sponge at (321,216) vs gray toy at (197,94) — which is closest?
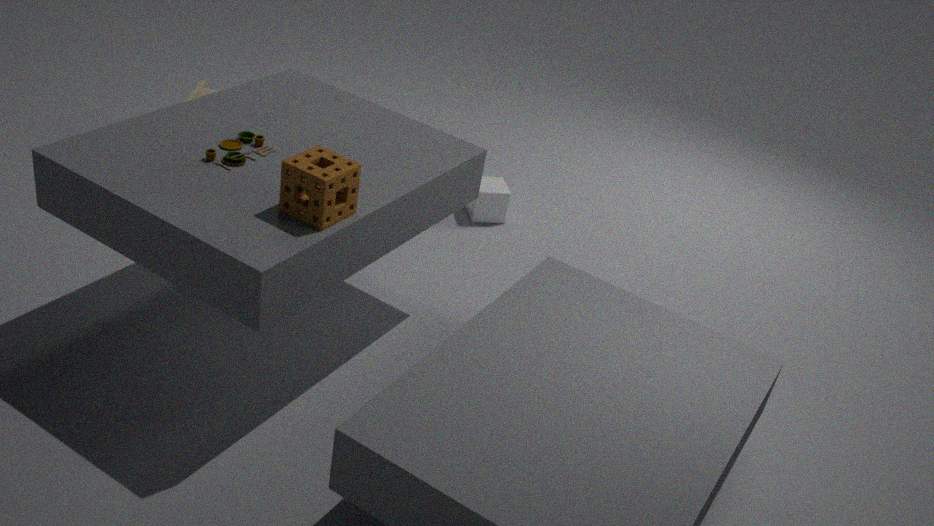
sponge at (321,216)
